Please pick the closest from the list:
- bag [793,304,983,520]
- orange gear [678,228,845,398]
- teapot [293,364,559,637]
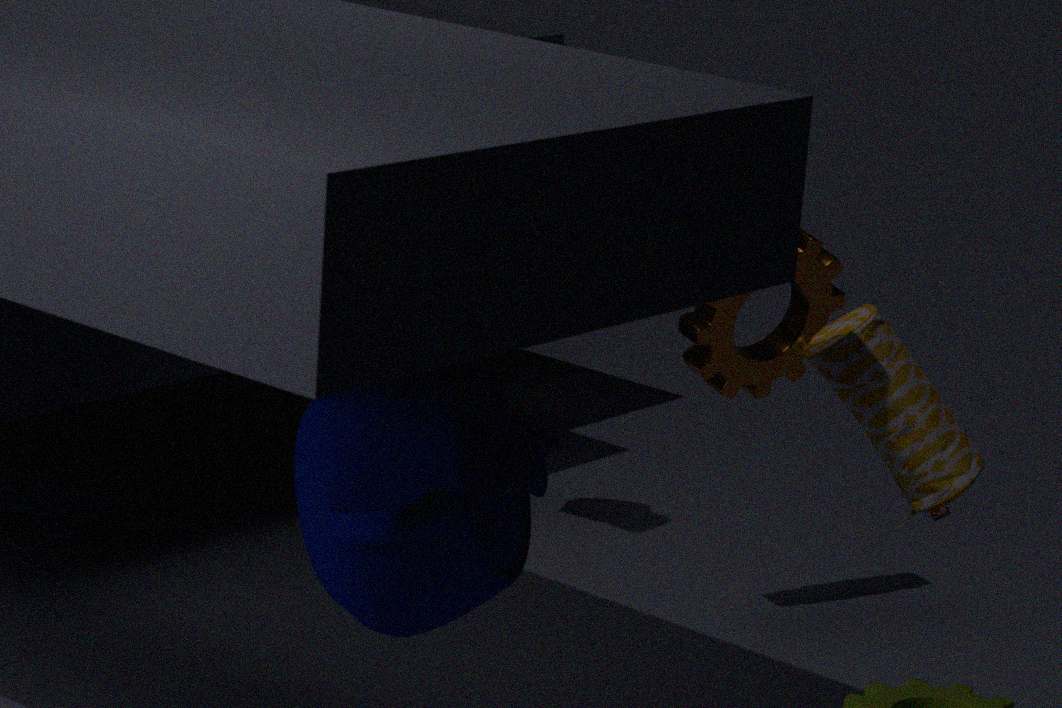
teapot [293,364,559,637]
